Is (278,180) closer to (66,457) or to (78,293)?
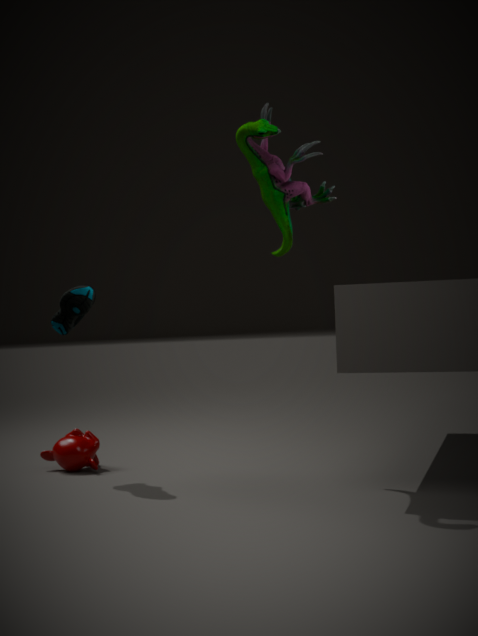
(78,293)
